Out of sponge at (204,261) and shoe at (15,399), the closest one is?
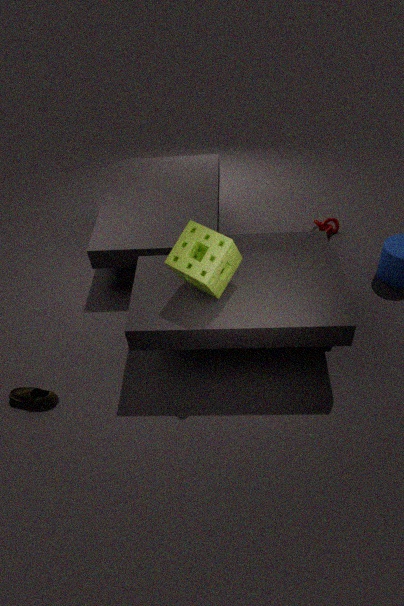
sponge at (204,261)
